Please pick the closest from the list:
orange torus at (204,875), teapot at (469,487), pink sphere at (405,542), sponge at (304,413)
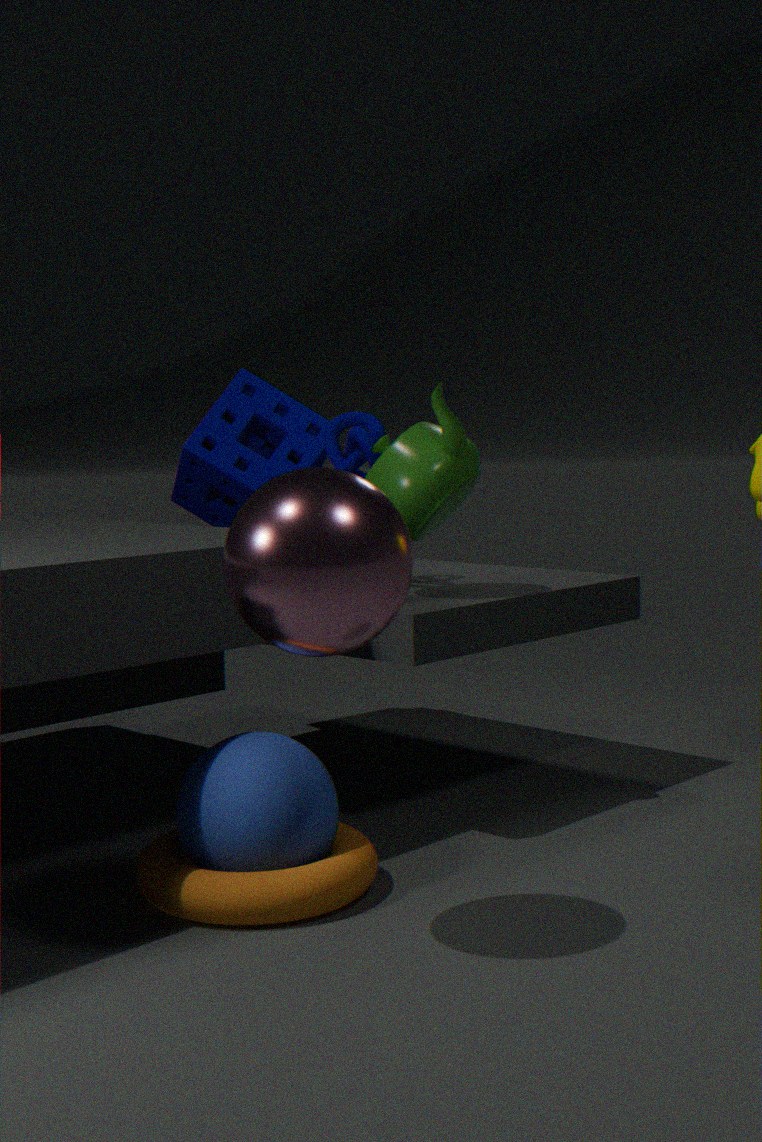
pink sphere at (405,542)
